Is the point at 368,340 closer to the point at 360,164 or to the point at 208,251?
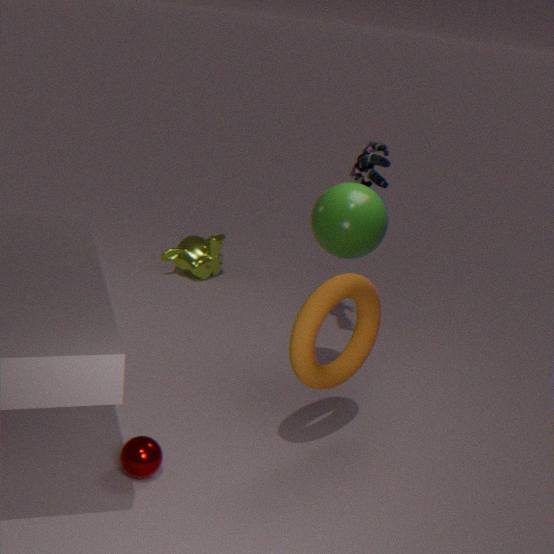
the point at 360,164
